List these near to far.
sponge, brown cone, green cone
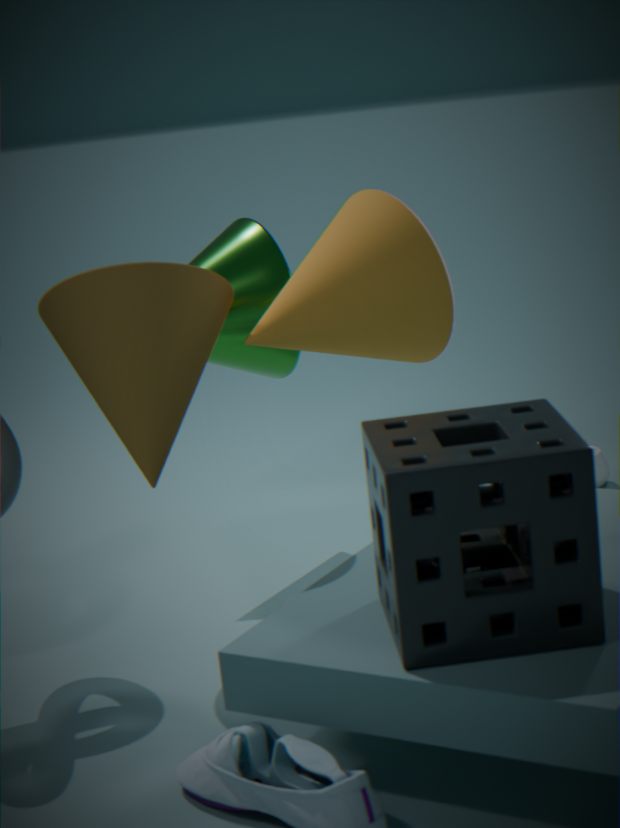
1. sponge
2. brown cone
3. green cone
